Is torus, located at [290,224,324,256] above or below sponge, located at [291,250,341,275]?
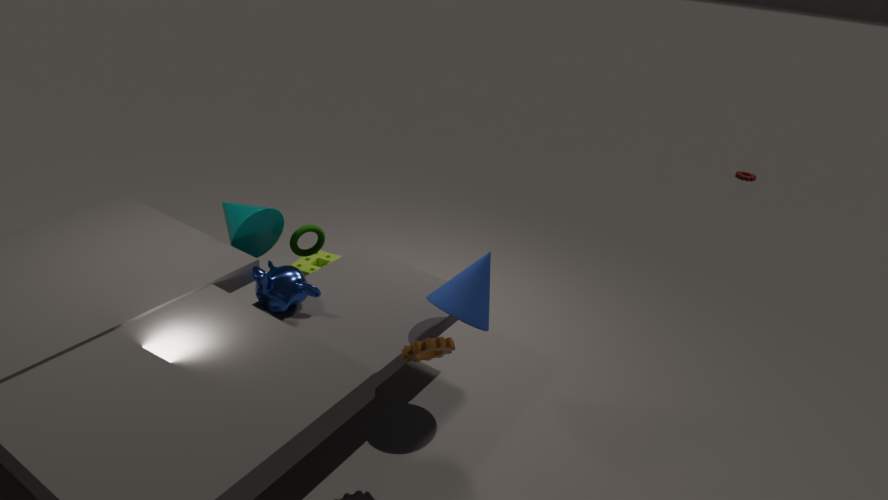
above
